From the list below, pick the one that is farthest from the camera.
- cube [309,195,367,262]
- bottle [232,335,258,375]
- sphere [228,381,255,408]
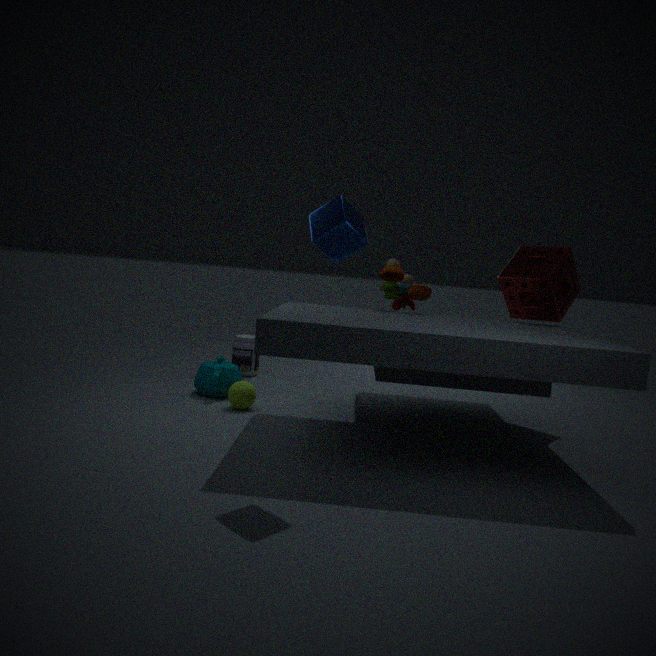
bottle [232,335,258,375]
